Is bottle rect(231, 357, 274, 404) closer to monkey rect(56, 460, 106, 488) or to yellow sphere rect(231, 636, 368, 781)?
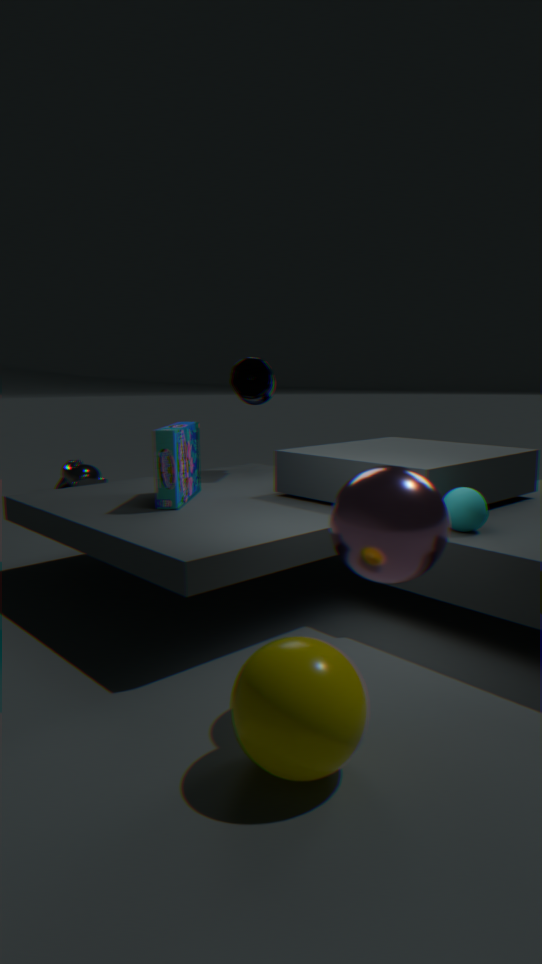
monkey rect(56, 460, 106, 488)
